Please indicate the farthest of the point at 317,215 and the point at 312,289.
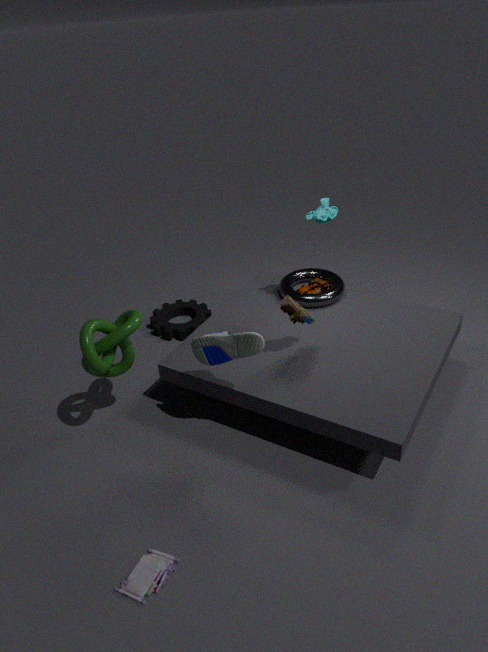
the point at 312,289
